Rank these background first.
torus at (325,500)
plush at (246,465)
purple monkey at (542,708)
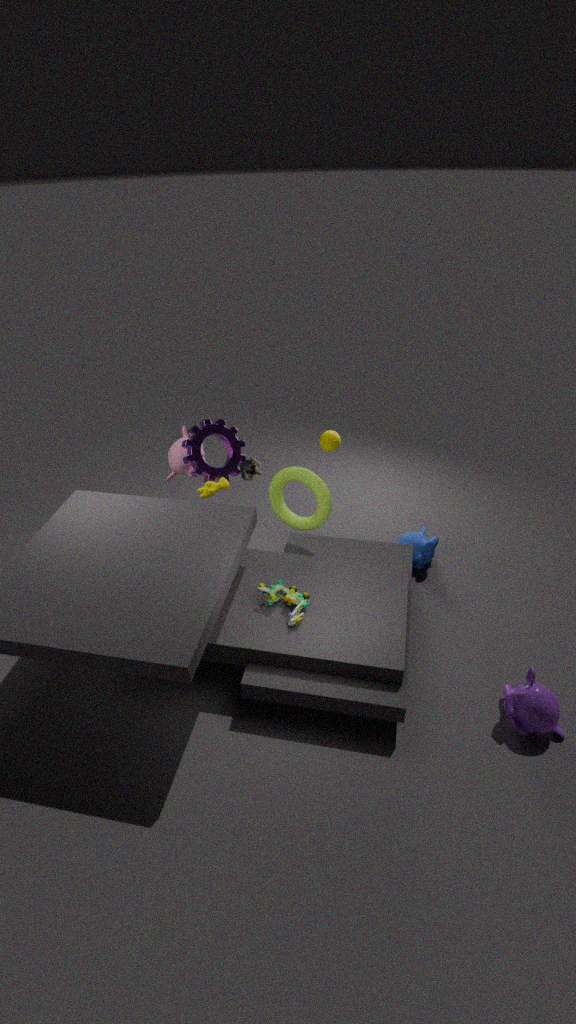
plush at (246,465), torus at (325,500), purple monkey at (542,708)
